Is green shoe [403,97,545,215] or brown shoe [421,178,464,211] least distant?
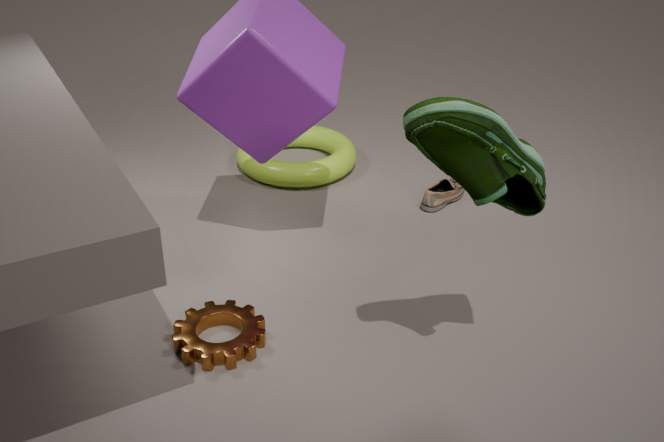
green shoe [403,97,545,215]
